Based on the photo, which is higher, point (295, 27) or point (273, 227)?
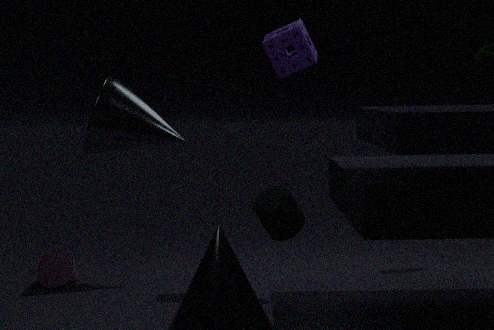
point (295, 27)
